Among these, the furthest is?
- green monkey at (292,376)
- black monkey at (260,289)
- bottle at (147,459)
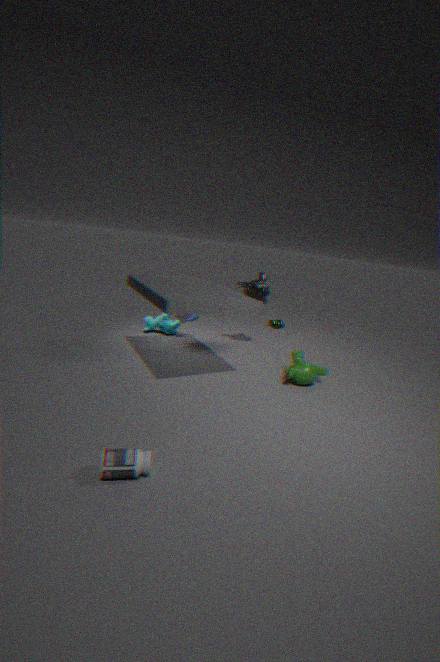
black monkey at (260,289)
